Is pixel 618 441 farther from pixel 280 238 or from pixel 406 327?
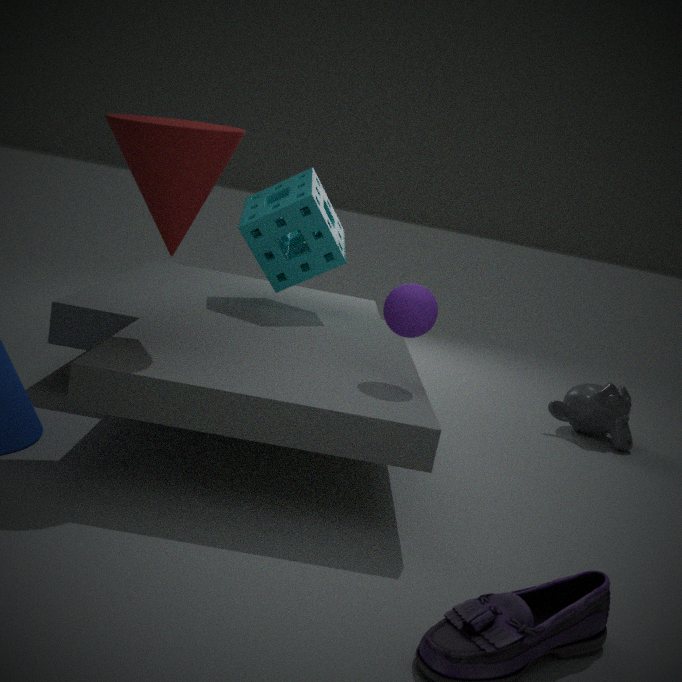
pixel 280 238
